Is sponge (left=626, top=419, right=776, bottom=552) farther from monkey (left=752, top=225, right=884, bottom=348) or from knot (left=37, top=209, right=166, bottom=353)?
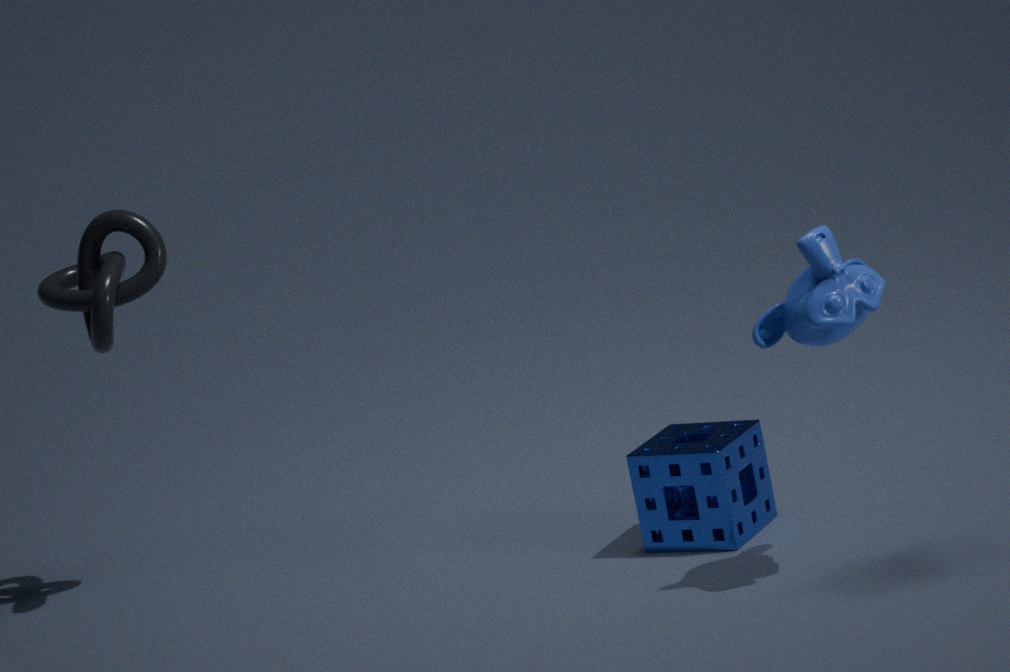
knot (left=37, top=209, right=166, bottom=353)
